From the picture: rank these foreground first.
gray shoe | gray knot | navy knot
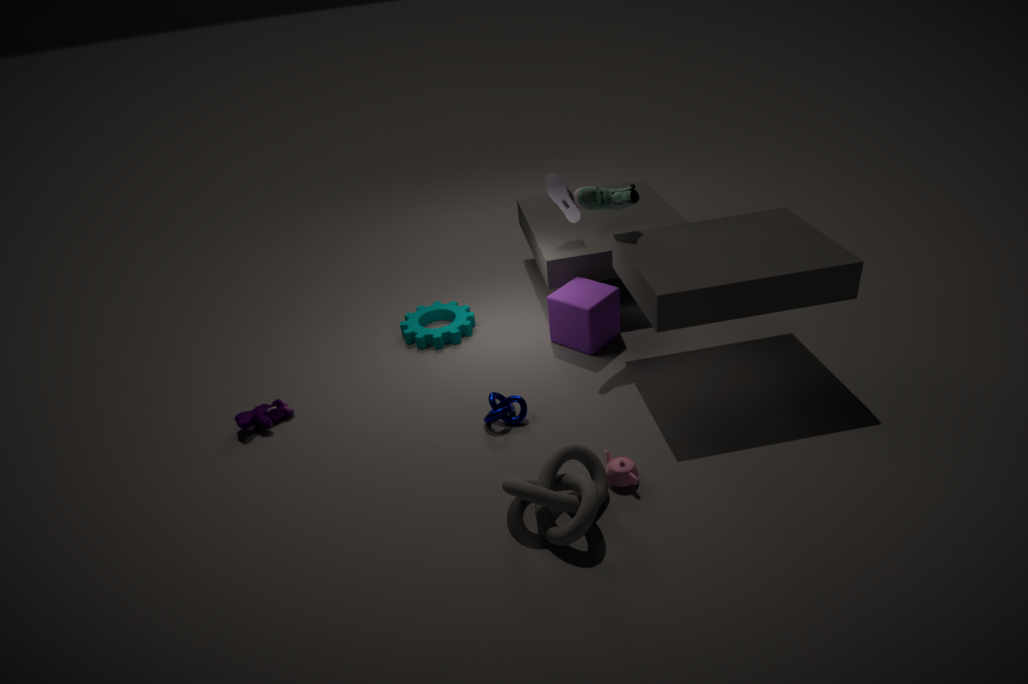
1. gray knot
2. navy knot
3. gray shoe
